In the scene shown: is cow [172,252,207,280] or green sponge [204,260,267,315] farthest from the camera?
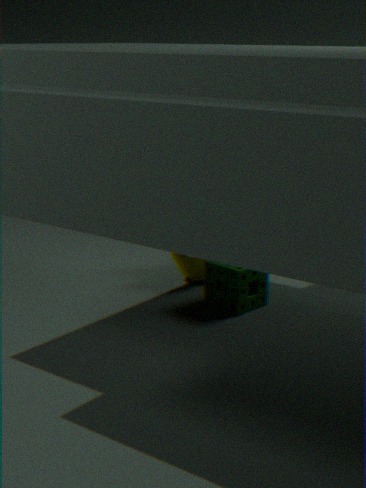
cow [172,252,207,280]
